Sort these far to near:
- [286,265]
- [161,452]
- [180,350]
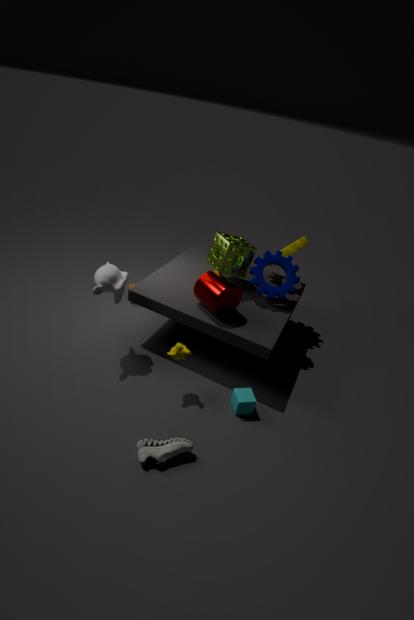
[286,265], [180,350], [161,452]
